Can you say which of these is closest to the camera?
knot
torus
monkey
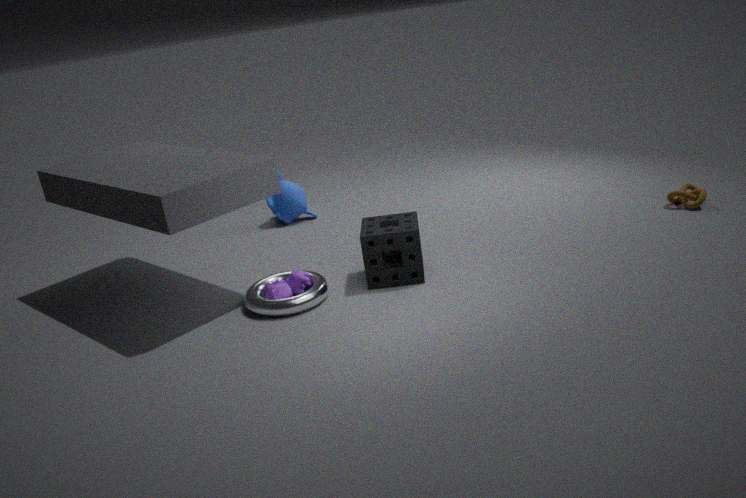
torus
